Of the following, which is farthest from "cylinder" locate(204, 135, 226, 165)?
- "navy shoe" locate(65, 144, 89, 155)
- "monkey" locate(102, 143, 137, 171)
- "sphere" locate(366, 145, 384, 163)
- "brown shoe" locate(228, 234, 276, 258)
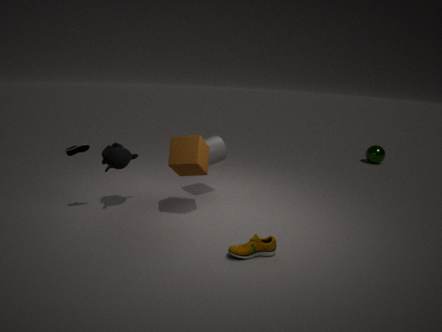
"sphere" locate(366, 145, 384, 163)
